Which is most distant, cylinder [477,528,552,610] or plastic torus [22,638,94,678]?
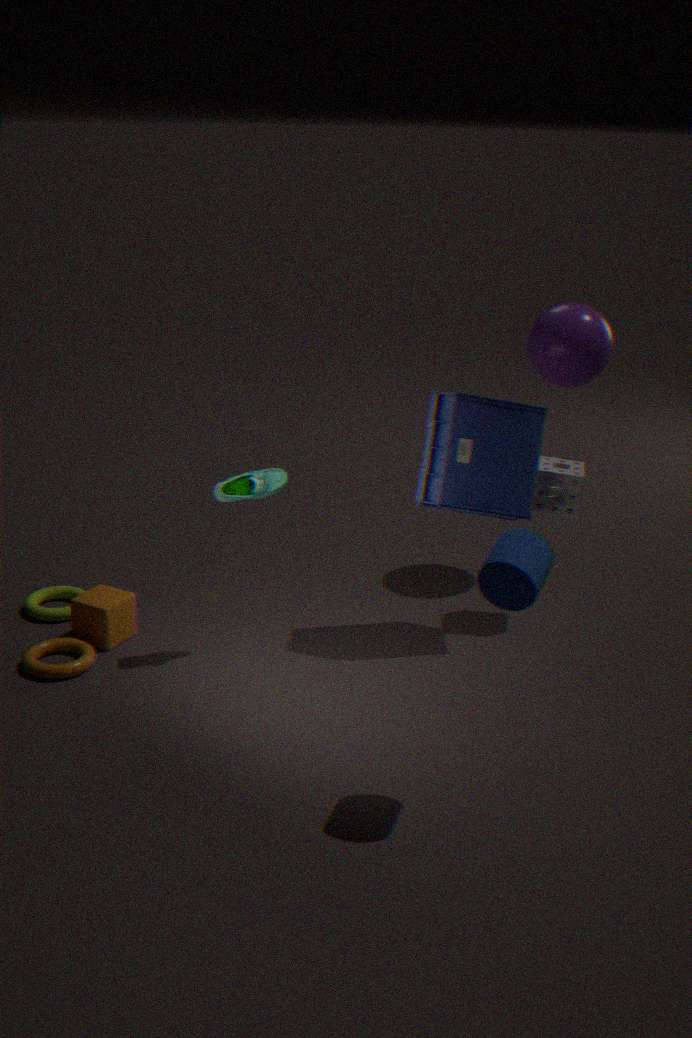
plastic torus [22,638,94,678]
